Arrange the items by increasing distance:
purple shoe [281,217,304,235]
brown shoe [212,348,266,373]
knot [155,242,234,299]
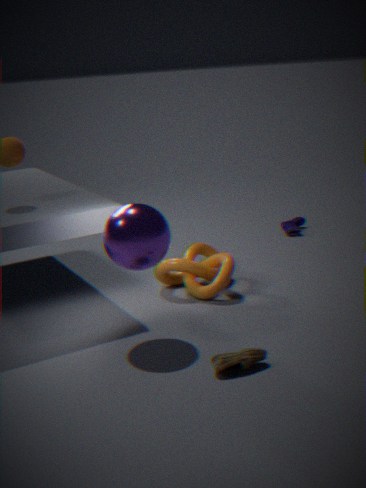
brown shoe [212,348,266,373], knot [155,242,234,299], purple shoe [281,217,304,235]
